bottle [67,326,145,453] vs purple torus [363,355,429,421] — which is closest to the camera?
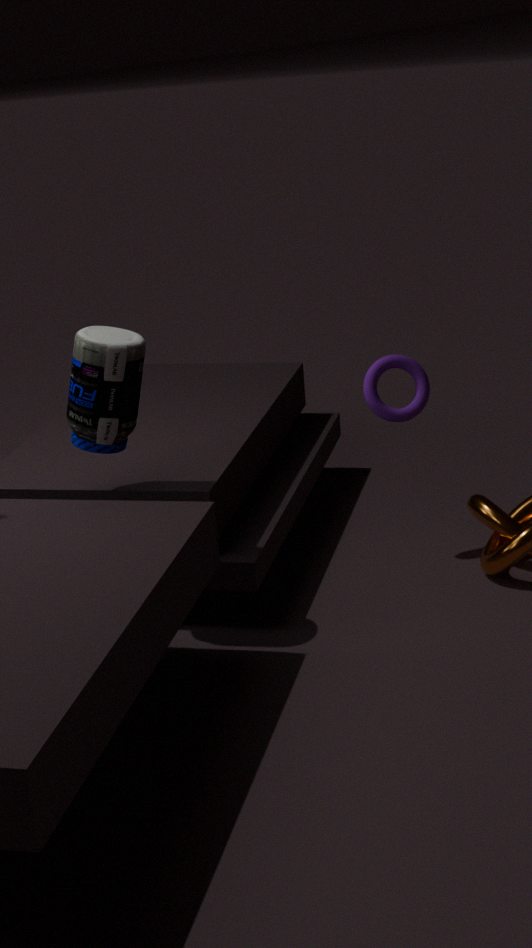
bottle [67,326,145,453]
